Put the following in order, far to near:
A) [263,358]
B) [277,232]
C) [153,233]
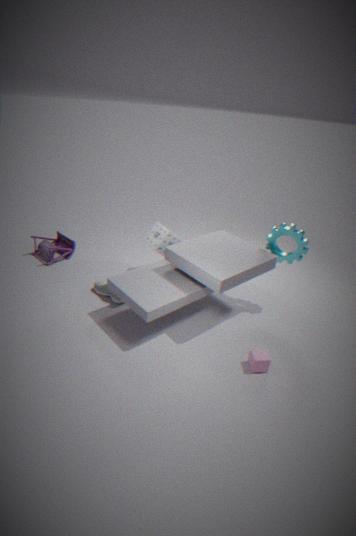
[153,233] < [277,232] < [263,358]
